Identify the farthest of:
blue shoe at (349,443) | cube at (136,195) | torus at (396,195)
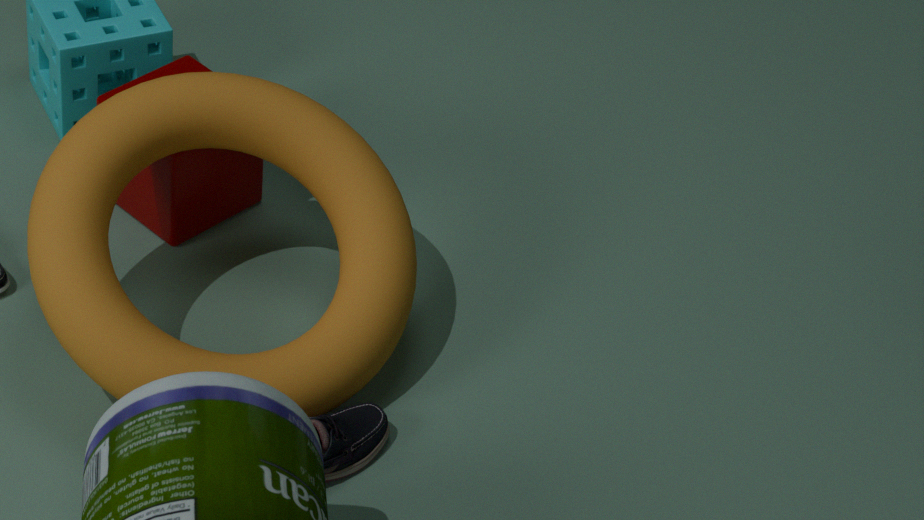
cube at (136,195)
